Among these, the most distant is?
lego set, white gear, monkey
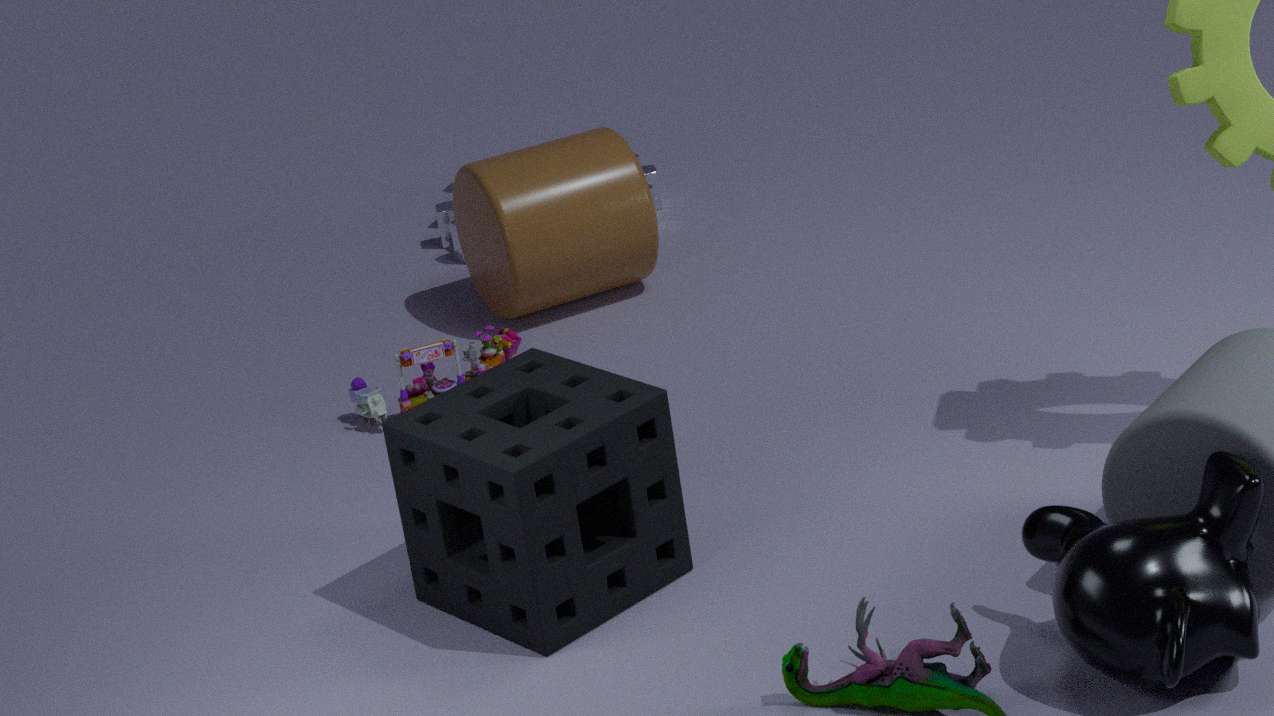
white gear
